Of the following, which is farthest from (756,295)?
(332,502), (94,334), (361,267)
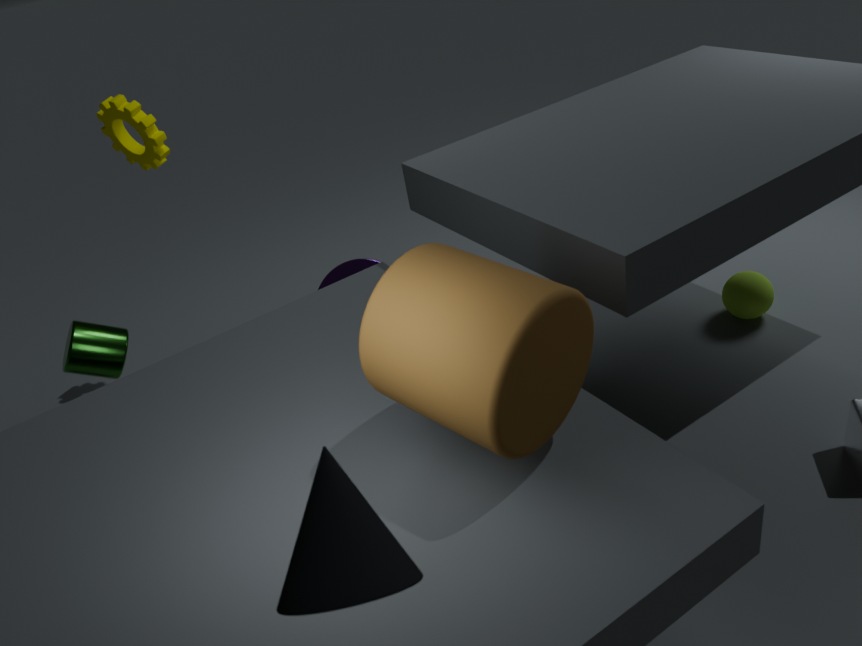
(94,334)
